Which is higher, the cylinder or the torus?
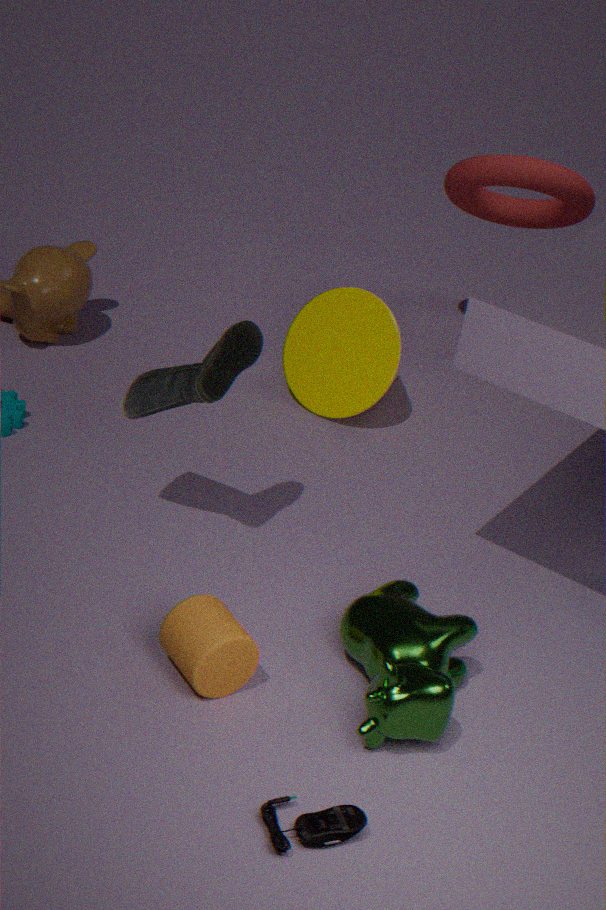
the torus
